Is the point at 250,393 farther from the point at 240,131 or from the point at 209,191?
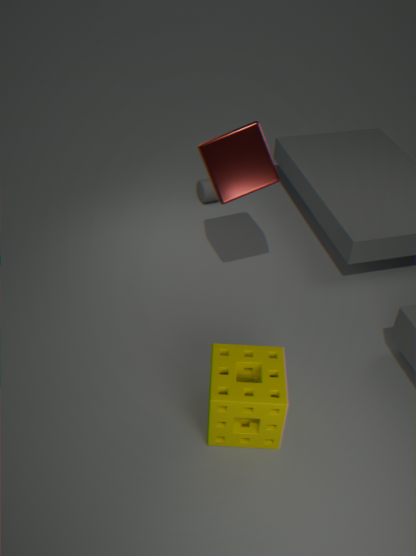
the point at 209,191
